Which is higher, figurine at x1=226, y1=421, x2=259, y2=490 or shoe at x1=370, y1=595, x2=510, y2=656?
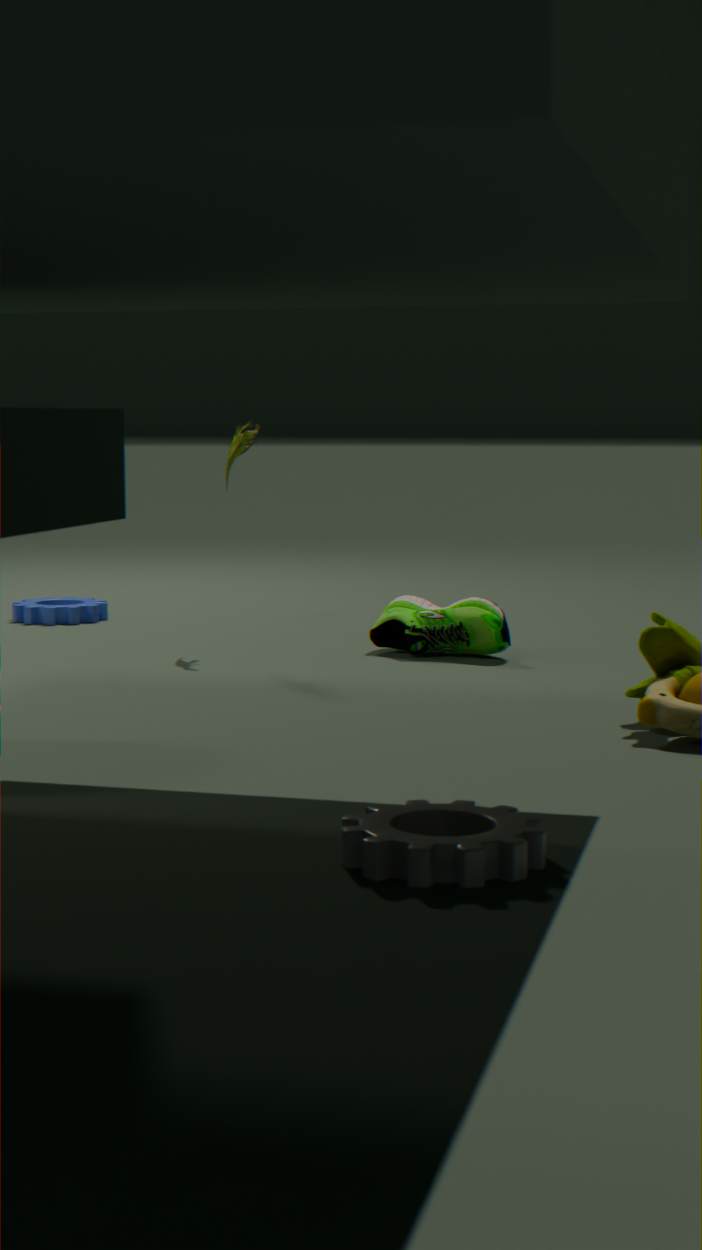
figurine at x1=226, y1=421, x2=259, y2=490
